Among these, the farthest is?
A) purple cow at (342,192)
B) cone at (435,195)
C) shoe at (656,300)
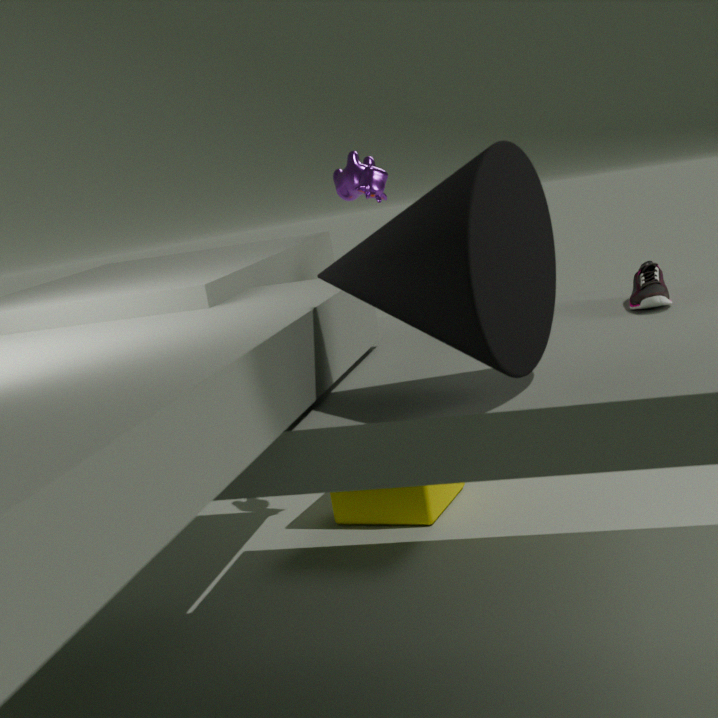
purple cow at (342,192)
